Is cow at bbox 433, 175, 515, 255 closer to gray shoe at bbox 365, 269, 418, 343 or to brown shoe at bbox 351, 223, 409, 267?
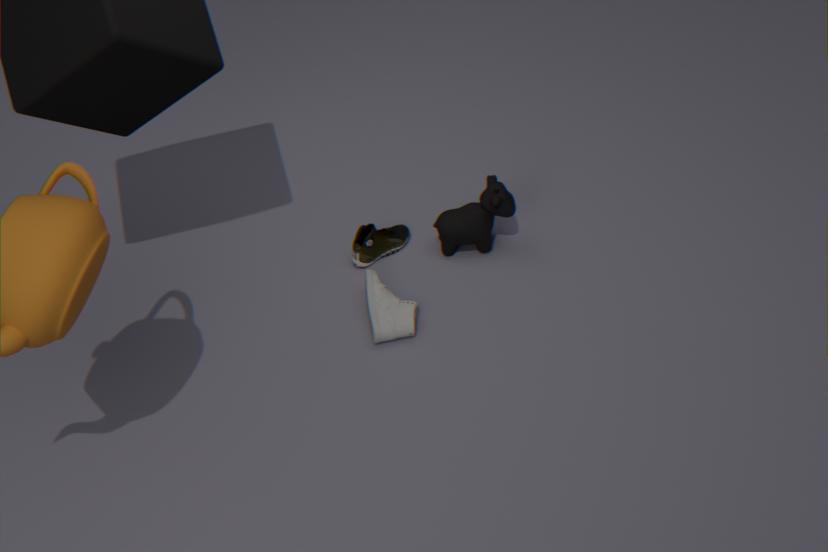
brown shoe at bbox 351, 223, 409, 267
